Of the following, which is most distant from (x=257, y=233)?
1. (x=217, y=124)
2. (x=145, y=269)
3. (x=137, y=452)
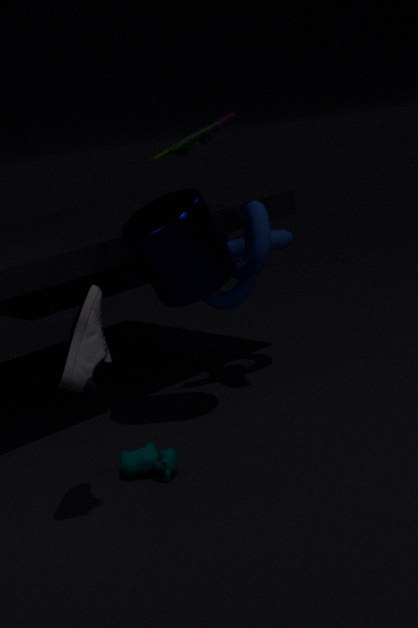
(x=137, y=452)
